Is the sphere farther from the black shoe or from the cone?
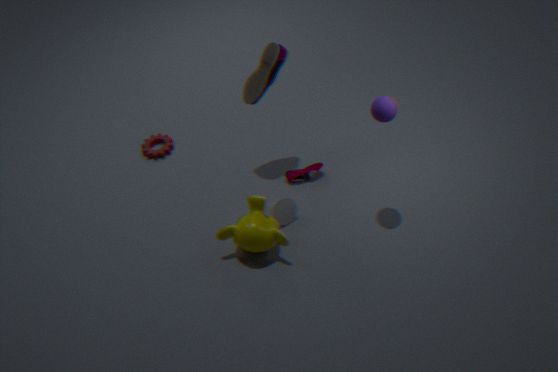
the cone
